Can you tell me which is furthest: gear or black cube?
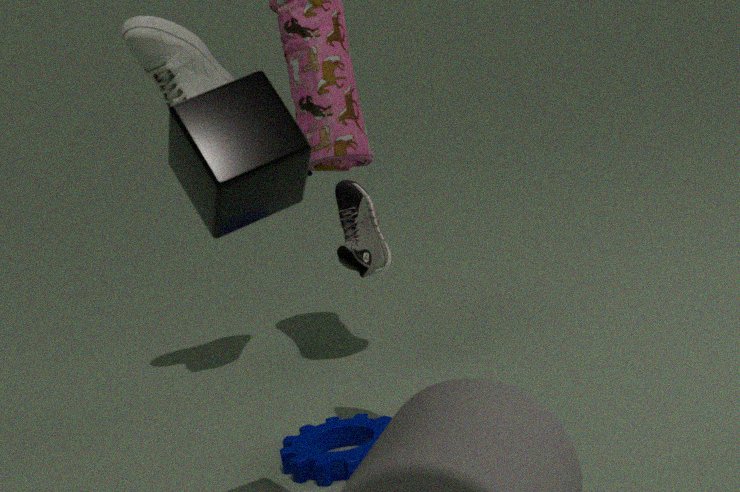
gear
